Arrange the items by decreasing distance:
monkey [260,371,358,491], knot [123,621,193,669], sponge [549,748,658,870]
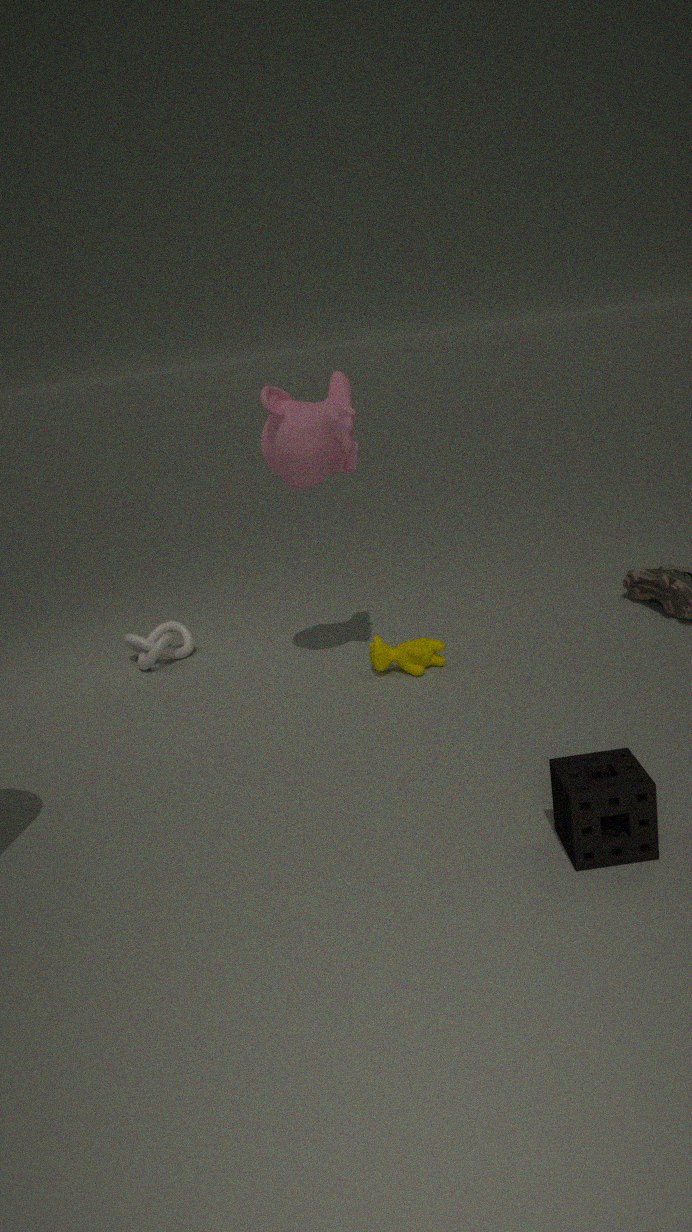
knot [123,621,193,669] < monkey [260,371,358,491] < sponge [549,748,658,870]
